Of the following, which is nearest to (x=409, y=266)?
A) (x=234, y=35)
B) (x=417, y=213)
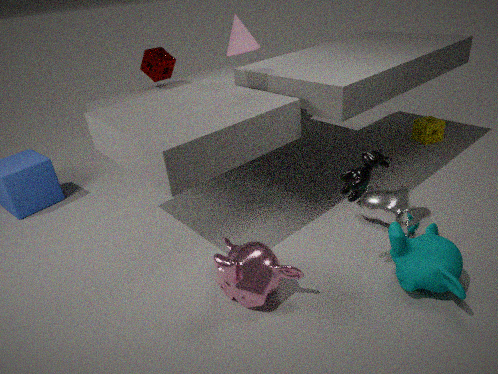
(x=417, y=213)
